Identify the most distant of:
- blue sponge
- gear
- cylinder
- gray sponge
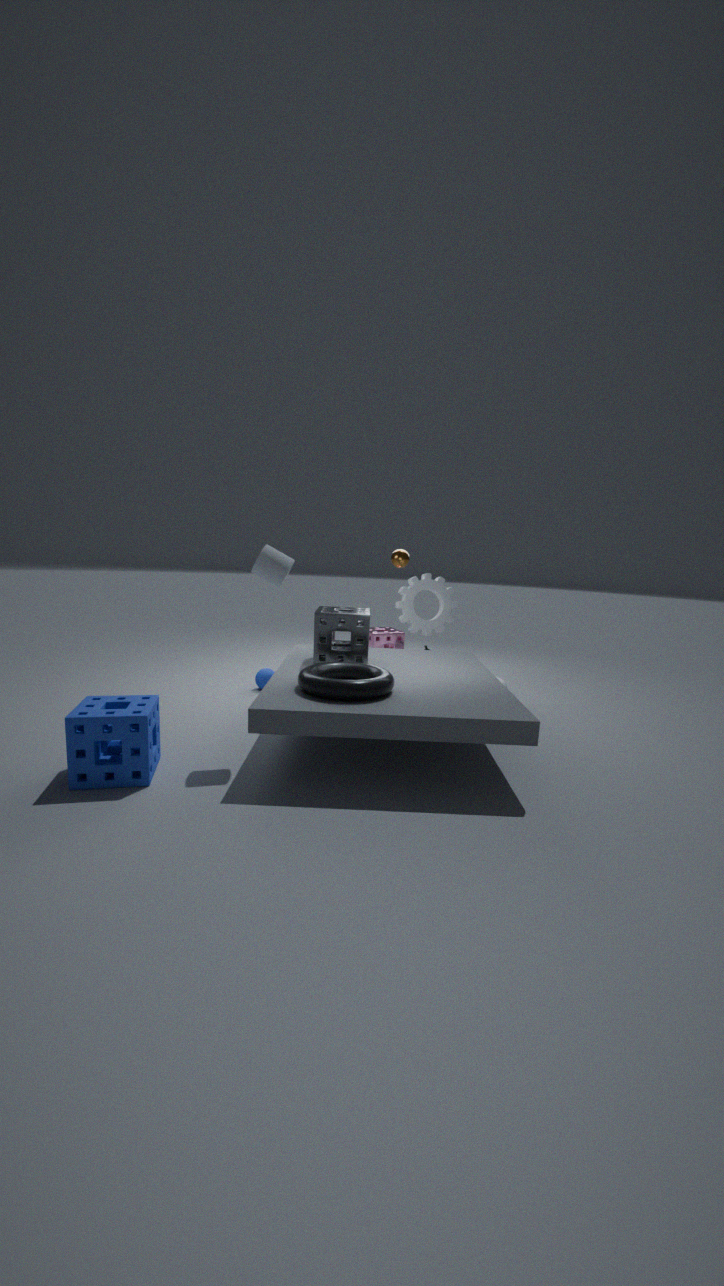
gear
